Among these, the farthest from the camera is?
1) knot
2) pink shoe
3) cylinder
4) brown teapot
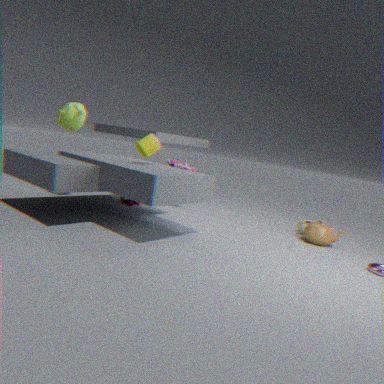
2. pink shoe
